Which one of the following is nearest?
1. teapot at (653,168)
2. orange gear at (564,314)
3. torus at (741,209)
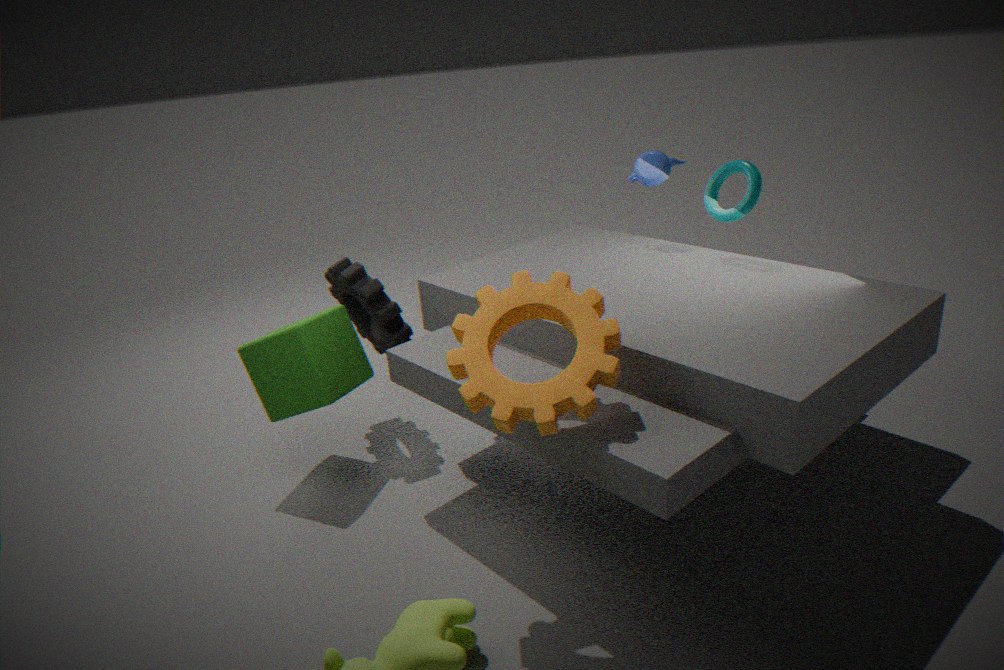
orange gear at (564,314)
